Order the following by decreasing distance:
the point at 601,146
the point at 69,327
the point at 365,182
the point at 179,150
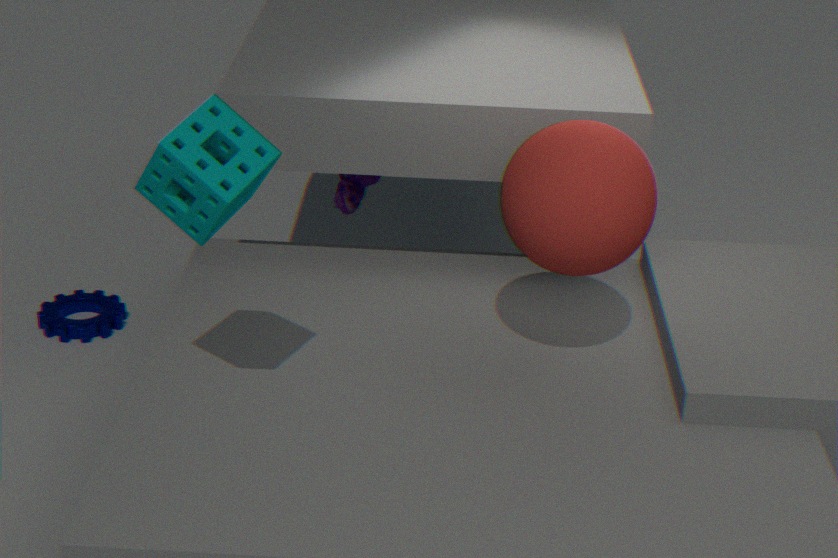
1. the point at 69,327
2. the point at 365,182
3. the point at 601,146
4. the point at 179,150
